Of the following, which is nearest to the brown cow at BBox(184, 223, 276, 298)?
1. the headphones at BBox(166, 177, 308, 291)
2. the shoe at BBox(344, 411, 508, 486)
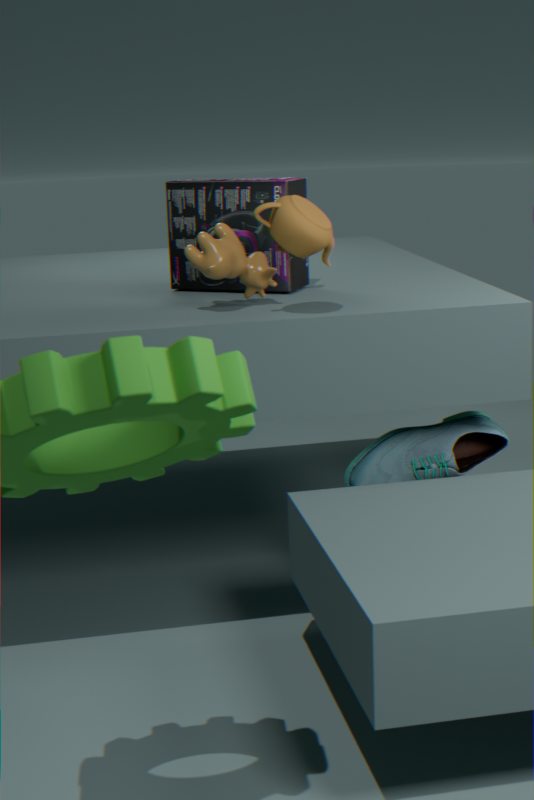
the headphones at BBox(166, 177, 308, 291)
